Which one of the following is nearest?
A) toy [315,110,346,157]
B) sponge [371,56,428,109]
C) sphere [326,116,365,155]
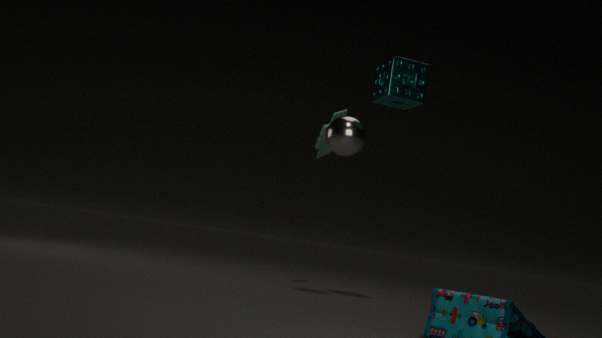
sphere [326,116,365,155]
